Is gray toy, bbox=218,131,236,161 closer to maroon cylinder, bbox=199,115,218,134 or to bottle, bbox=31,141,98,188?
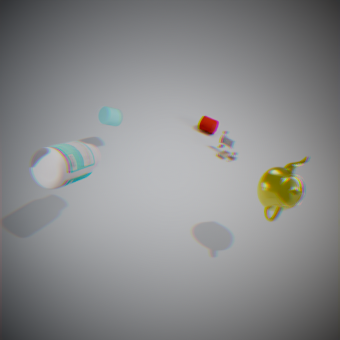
maroon cylinder, bbox=199,115,218,134
